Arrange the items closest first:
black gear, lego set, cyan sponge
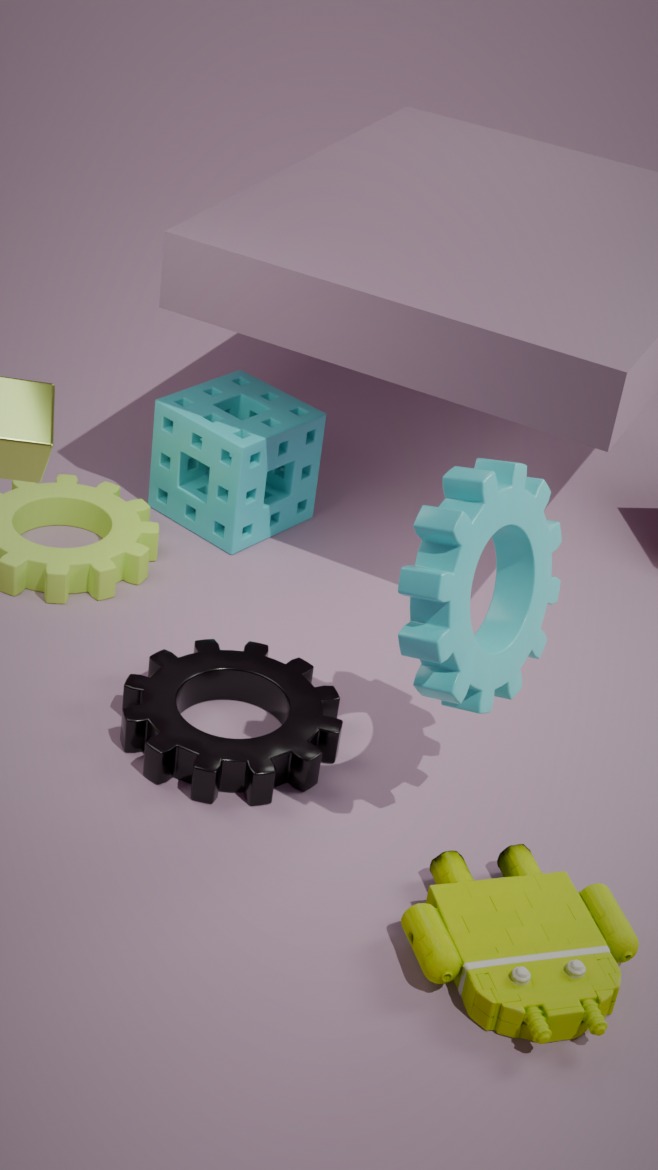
lego set, black gear, cyan sponge
